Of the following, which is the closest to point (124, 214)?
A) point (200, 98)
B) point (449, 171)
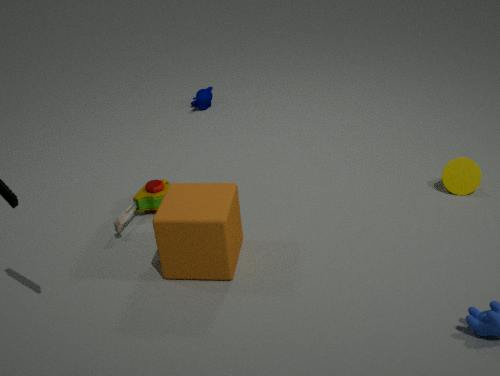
Answer: point (200, 98)
